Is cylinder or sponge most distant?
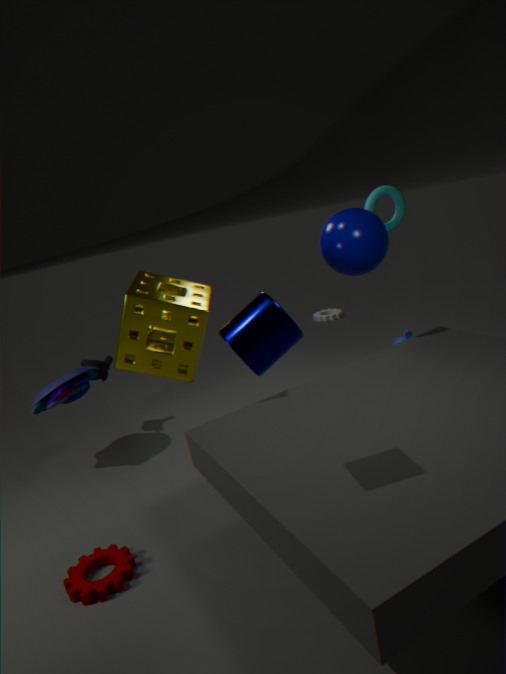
sponge
